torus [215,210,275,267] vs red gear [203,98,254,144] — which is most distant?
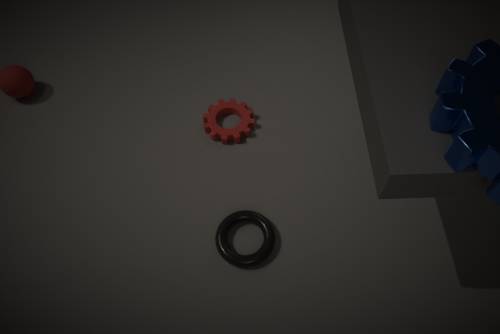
red gear [203,98,254,144]
